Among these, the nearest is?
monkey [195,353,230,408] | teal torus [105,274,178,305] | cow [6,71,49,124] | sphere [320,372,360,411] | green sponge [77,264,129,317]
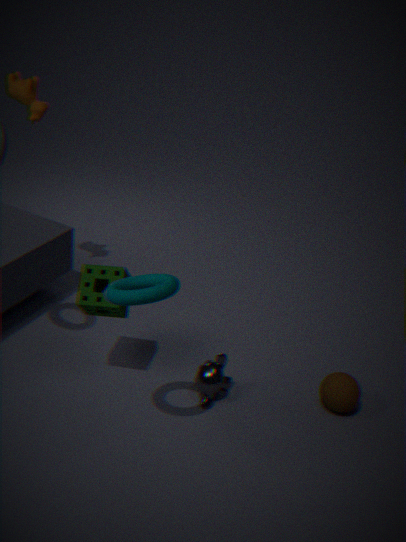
teal torus [105,274,178,305]
